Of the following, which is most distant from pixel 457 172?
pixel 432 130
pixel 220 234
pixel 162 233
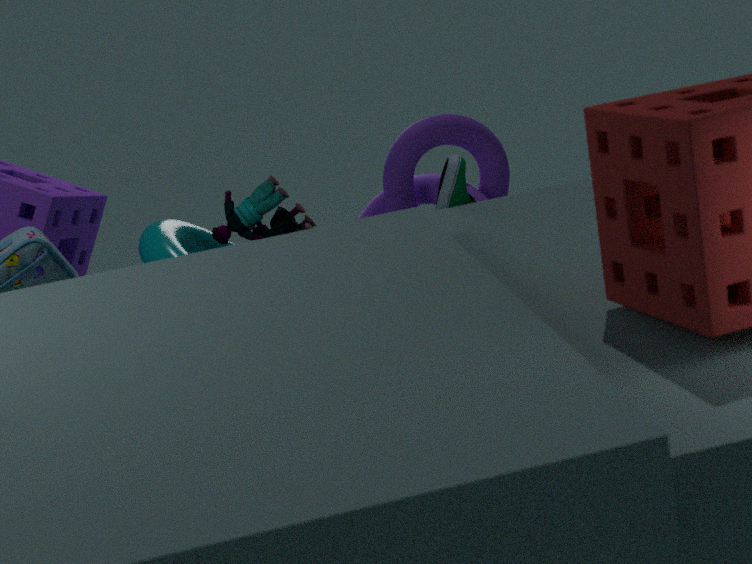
pixel 162 233
